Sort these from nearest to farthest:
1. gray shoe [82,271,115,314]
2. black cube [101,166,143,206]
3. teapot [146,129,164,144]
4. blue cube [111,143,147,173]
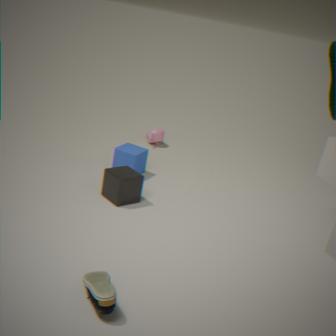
gray shoe [82,271,115,314], black cube [101,166,143,206], blue cube [111,143,147,173], teapot [146,129,164,144]
